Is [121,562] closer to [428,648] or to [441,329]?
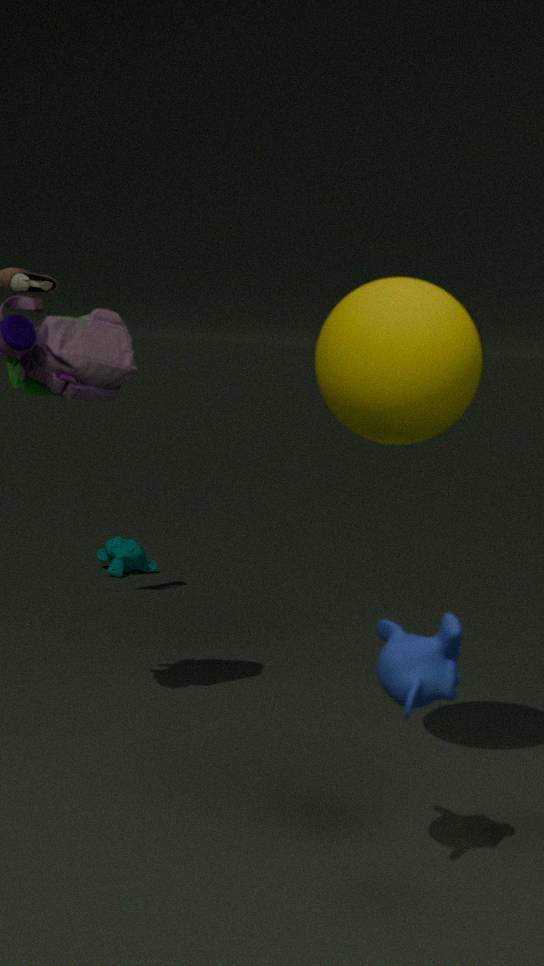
[441,329]
